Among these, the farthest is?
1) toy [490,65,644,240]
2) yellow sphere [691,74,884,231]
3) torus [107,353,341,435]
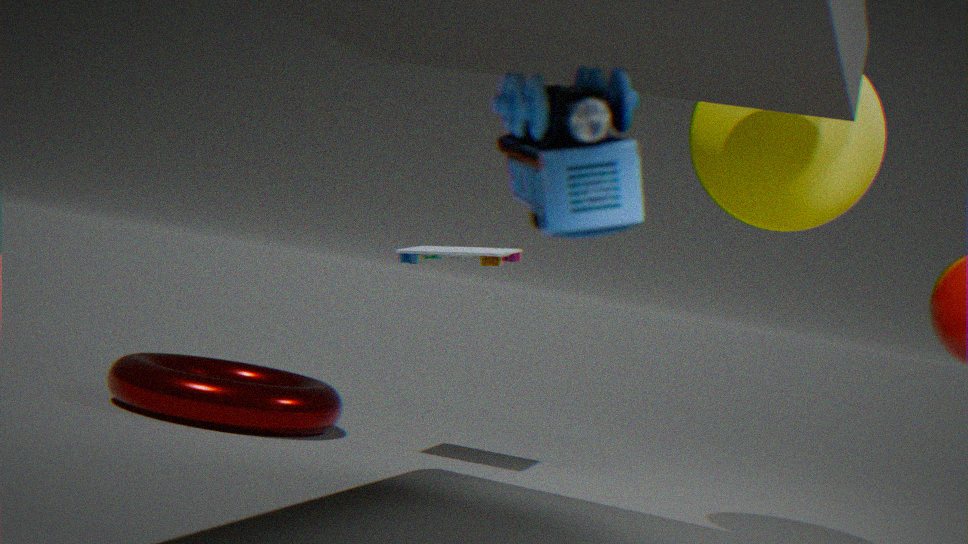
3. torus [107,353,341,435]
